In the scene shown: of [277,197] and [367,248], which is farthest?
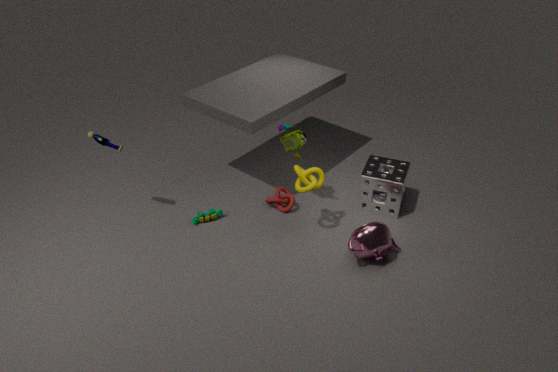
[277,197]
